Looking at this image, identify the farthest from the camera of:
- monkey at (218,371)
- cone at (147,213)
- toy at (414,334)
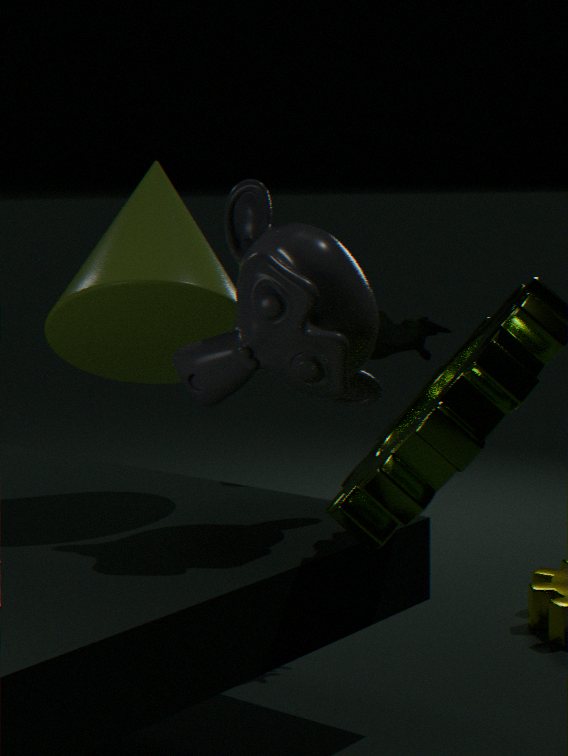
toy at (414,334)
